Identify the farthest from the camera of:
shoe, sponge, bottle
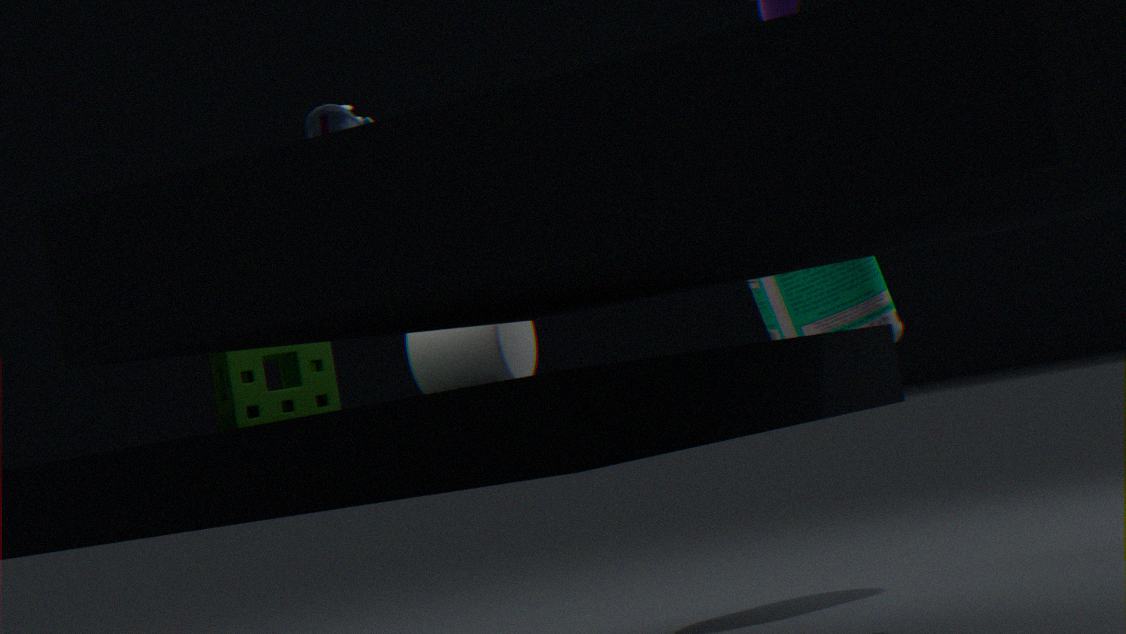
bottle
